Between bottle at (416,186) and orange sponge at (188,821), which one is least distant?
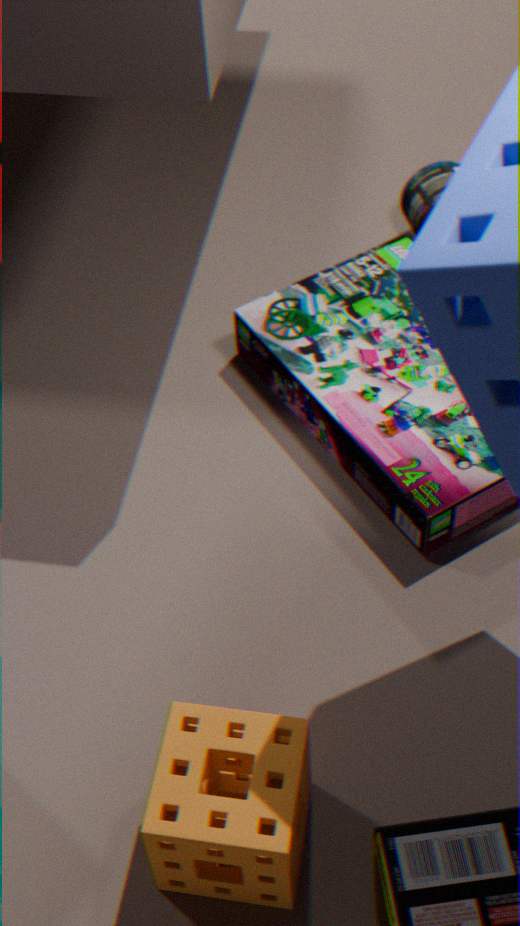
orange sponge at (188,821)
